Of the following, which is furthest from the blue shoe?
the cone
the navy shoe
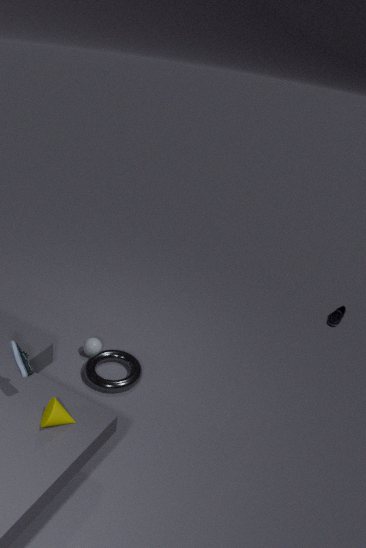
the navy shoe
